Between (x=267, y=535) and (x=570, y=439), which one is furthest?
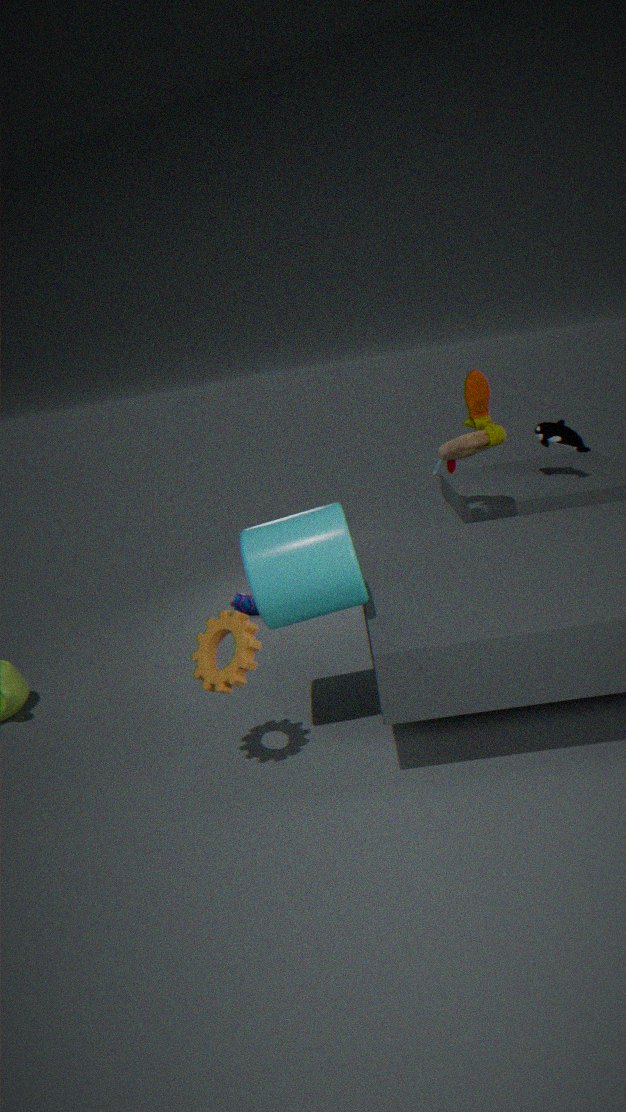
(x=570, y=439)
